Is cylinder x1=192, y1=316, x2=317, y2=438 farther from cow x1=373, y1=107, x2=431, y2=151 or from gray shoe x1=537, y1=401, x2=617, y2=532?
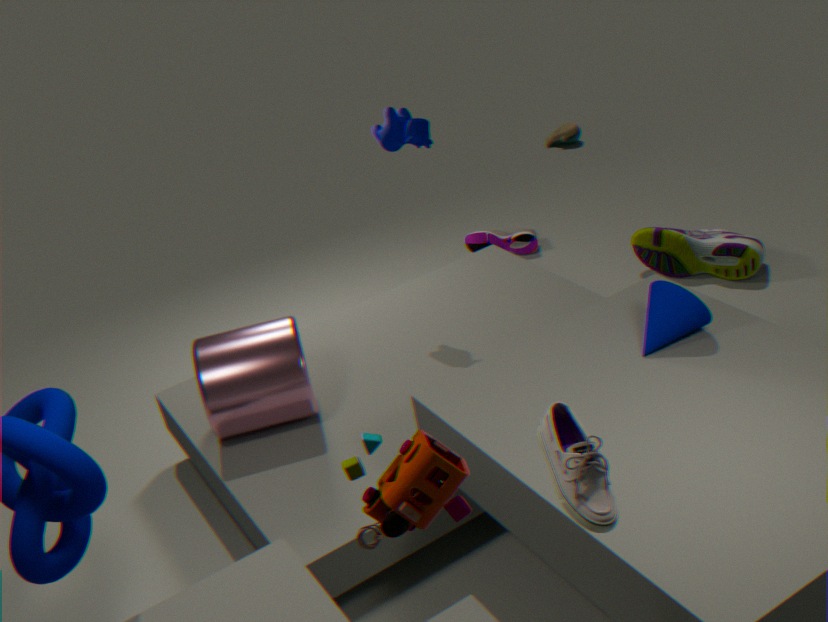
gray shoe x1=537, y1=401, x2=617, y2=532
